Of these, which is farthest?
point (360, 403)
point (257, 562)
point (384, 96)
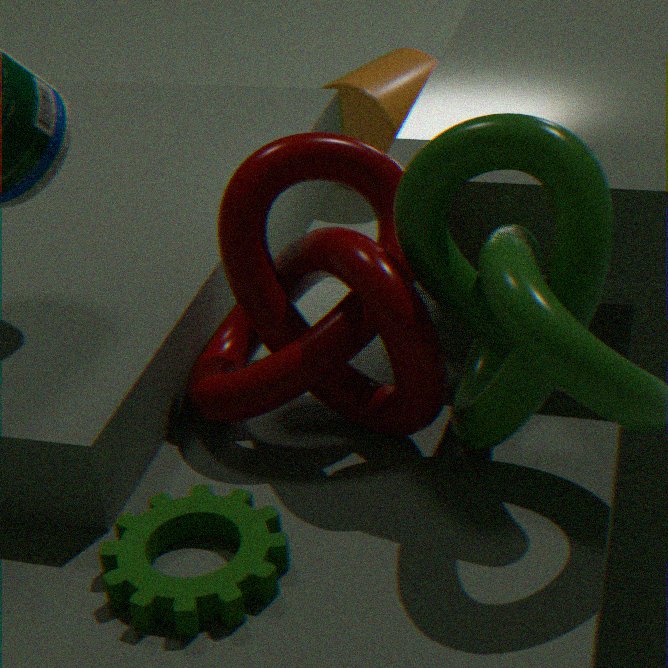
point (384, 96)
